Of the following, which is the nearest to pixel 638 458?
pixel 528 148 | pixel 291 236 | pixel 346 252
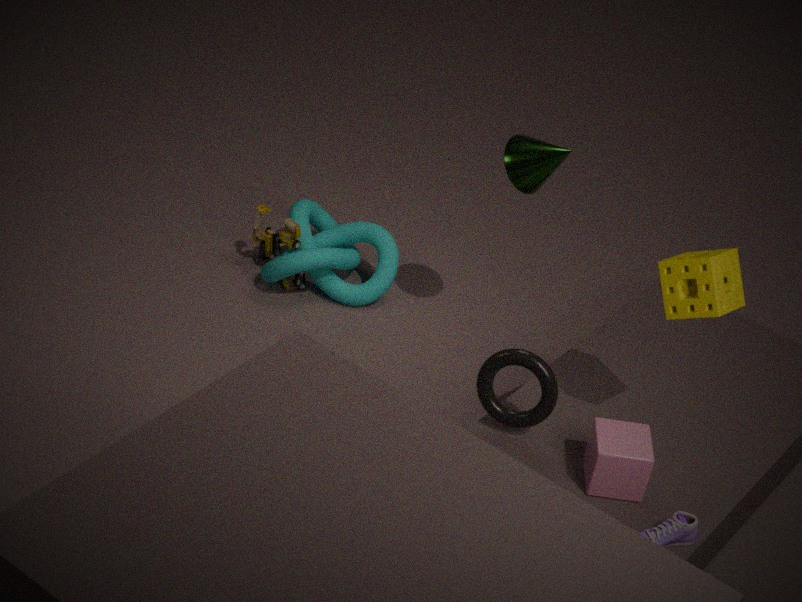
pixel 528 148
